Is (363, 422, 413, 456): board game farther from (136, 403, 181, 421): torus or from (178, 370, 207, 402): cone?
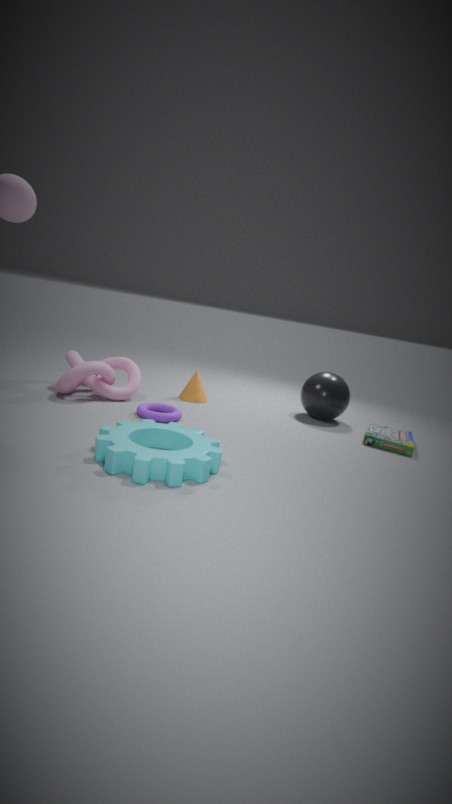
(136, 403, 181, 421): torus
